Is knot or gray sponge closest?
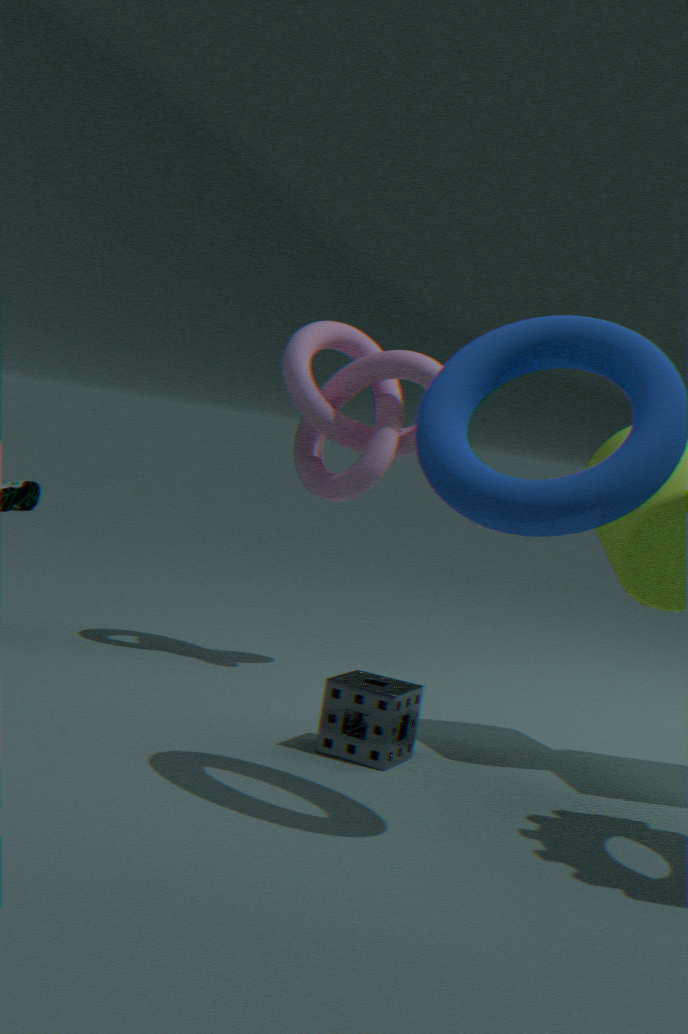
gray sponge
